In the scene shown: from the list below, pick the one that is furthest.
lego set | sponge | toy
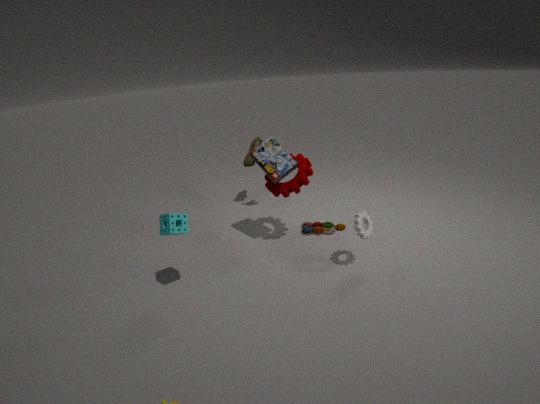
toy
